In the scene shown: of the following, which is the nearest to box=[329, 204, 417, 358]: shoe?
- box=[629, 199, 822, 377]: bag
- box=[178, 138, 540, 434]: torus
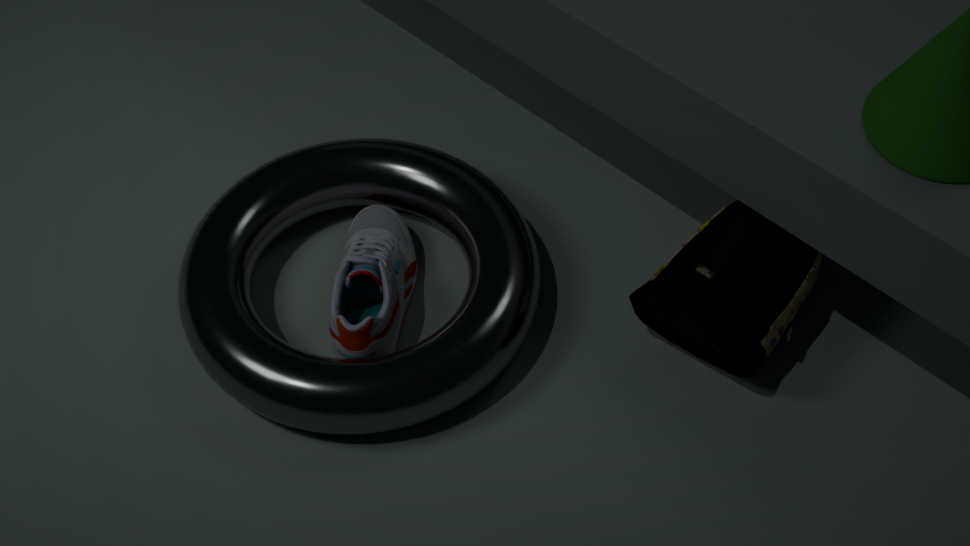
box=[178, 138, 540, 434]: torus
